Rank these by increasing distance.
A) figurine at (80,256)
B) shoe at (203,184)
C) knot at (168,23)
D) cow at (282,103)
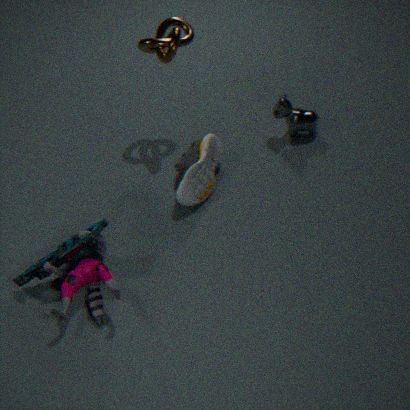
figurine at (80,256) < shoe at (203,184) < knot at (168,23) < cow at (282,103)
